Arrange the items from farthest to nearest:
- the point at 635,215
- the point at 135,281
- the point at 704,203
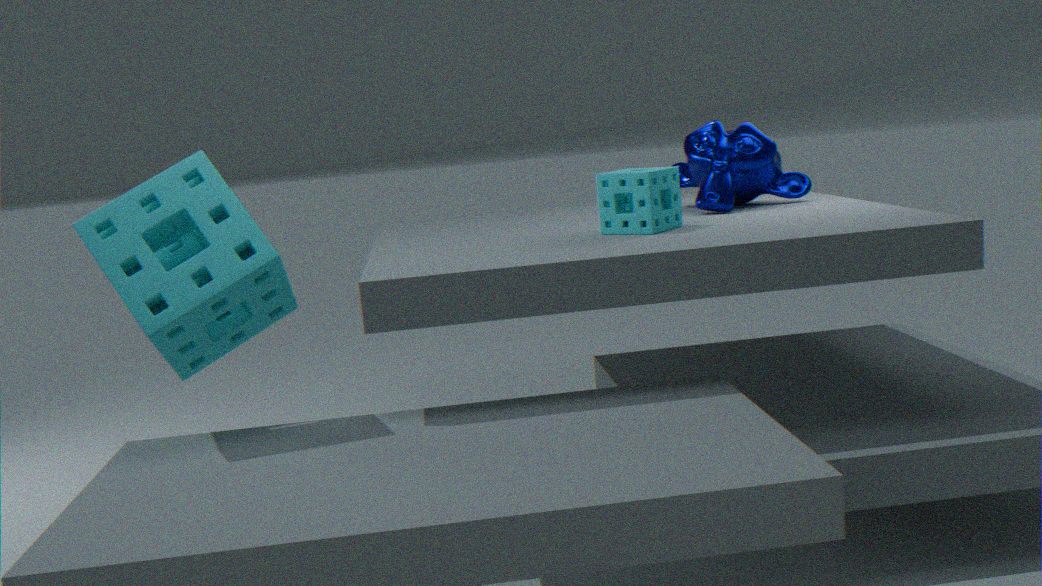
the point at 704,203
the point at 635,215
the point at 135,281
